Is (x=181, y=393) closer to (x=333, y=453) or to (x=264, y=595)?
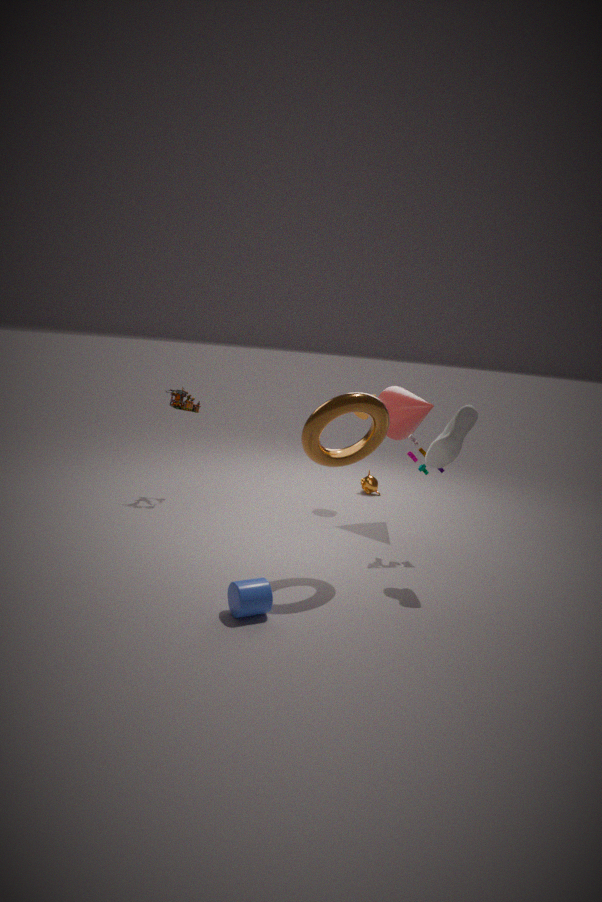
(x=333, y=453)
